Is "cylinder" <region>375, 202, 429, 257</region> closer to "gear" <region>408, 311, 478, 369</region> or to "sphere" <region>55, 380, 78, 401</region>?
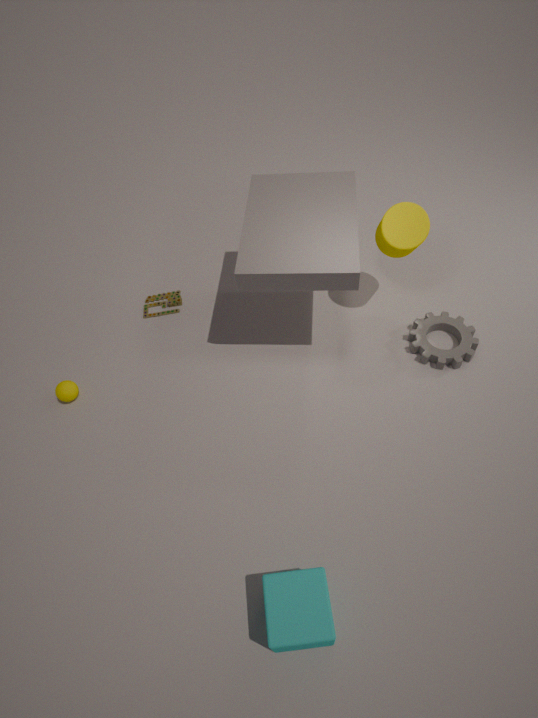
"gear" <region>408, 311, 478, 369</region>
